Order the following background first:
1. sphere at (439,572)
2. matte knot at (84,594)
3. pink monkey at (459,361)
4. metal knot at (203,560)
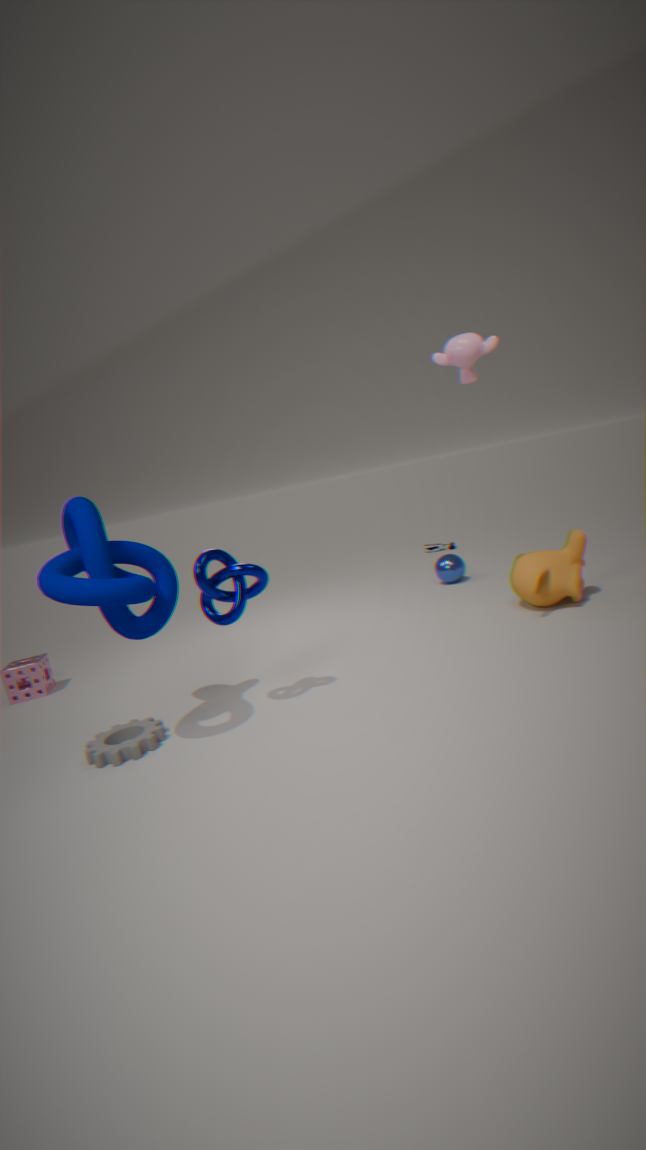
sphere at (439,572)
pink monkey at (459,361)
metal knot at (203,560)
matte knot at (84,594)
